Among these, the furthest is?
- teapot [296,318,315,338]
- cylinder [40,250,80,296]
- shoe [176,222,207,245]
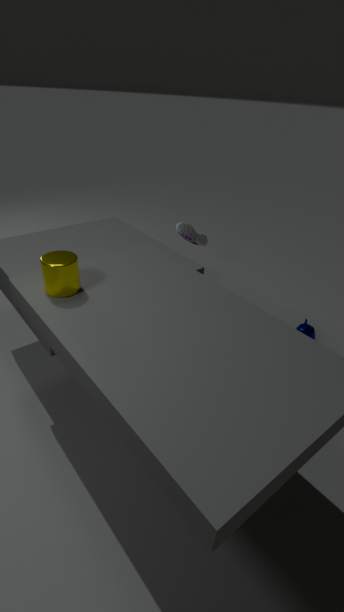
shoe [176,222,207,245]
